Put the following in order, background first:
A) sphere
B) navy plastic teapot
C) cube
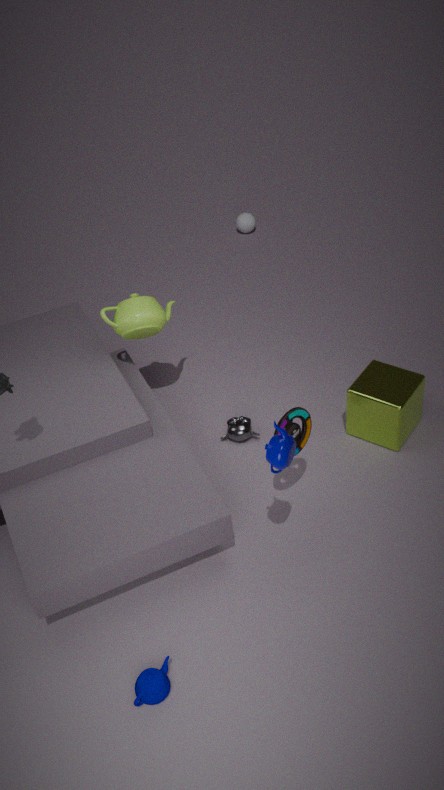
sphere < cube < navy plastic teapot
